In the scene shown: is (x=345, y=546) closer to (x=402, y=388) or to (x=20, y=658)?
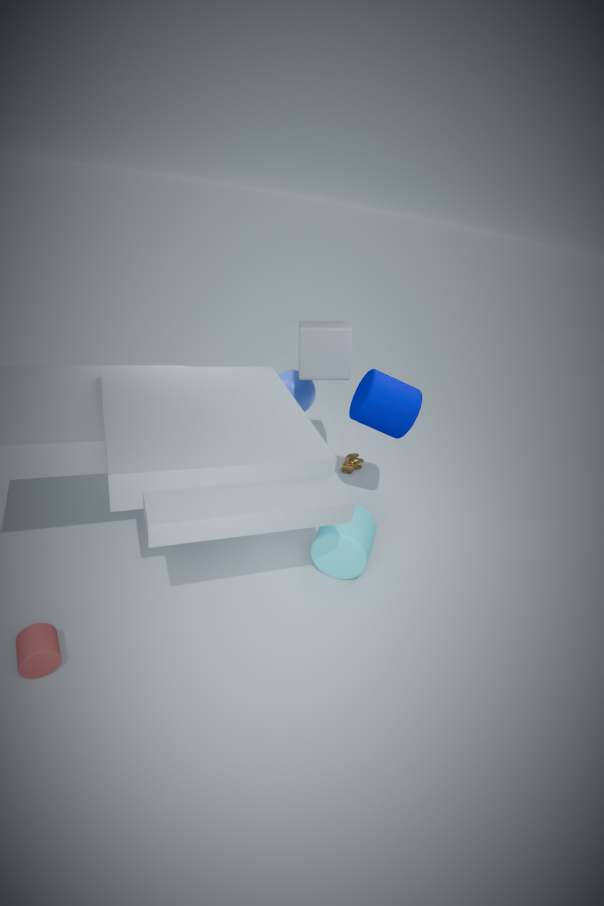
(x=402, y=388)
